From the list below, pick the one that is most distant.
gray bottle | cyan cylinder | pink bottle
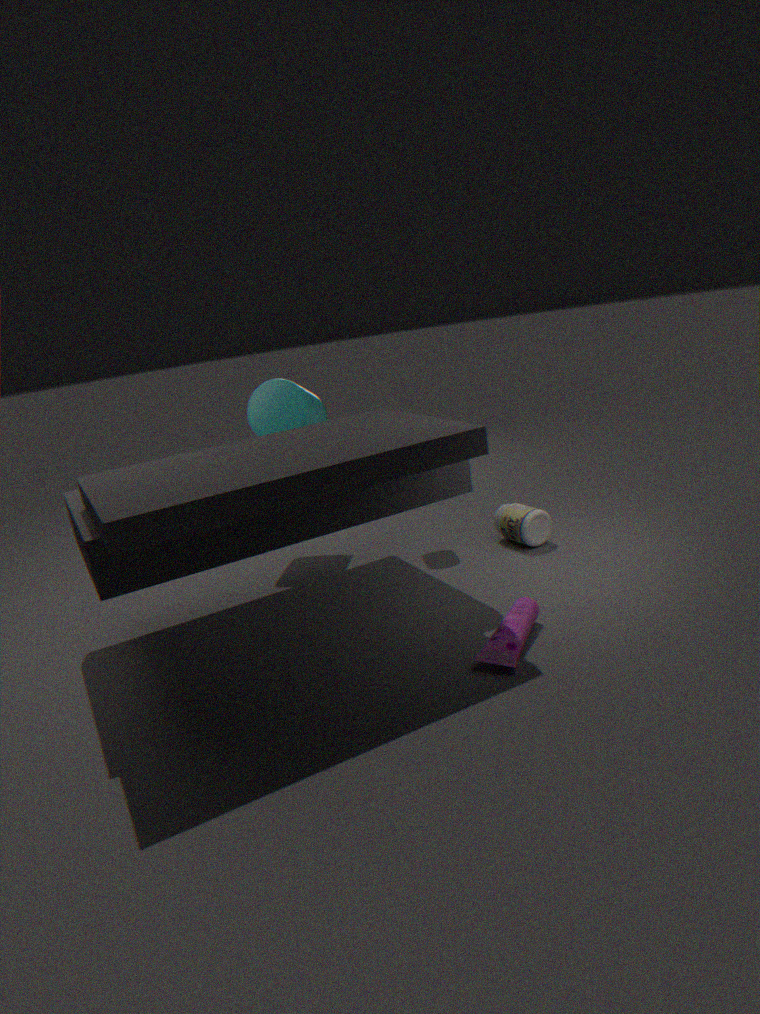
cyan cylinder
